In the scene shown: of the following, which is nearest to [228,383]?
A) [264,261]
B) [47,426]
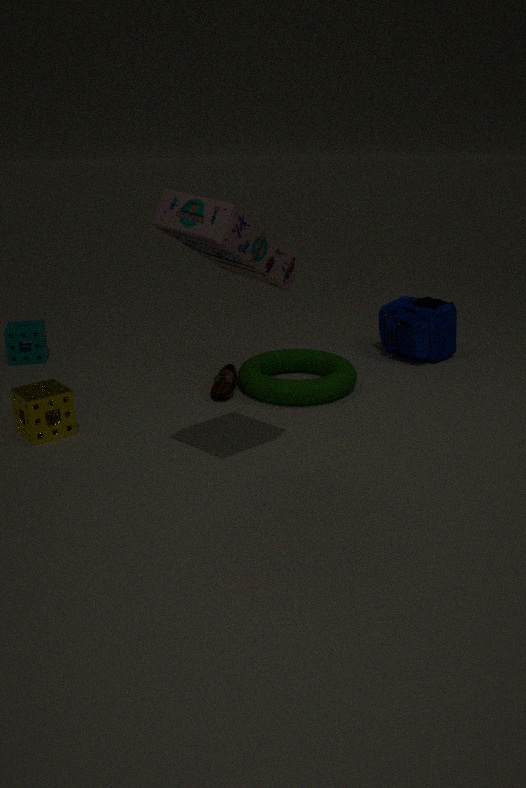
[47,426]
